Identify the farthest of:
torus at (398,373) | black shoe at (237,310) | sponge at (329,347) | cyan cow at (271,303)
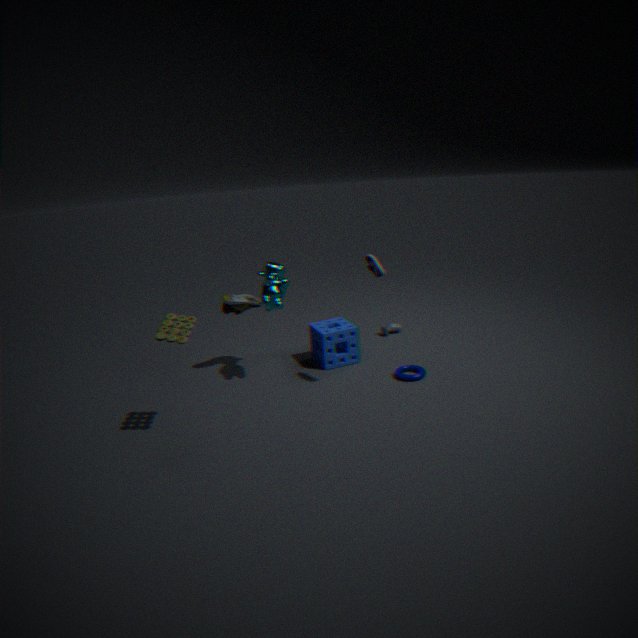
sponge at (329,347)
